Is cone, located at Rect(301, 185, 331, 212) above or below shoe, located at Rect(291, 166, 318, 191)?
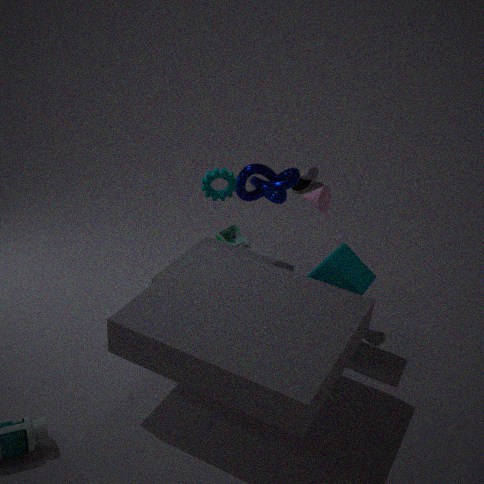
above
